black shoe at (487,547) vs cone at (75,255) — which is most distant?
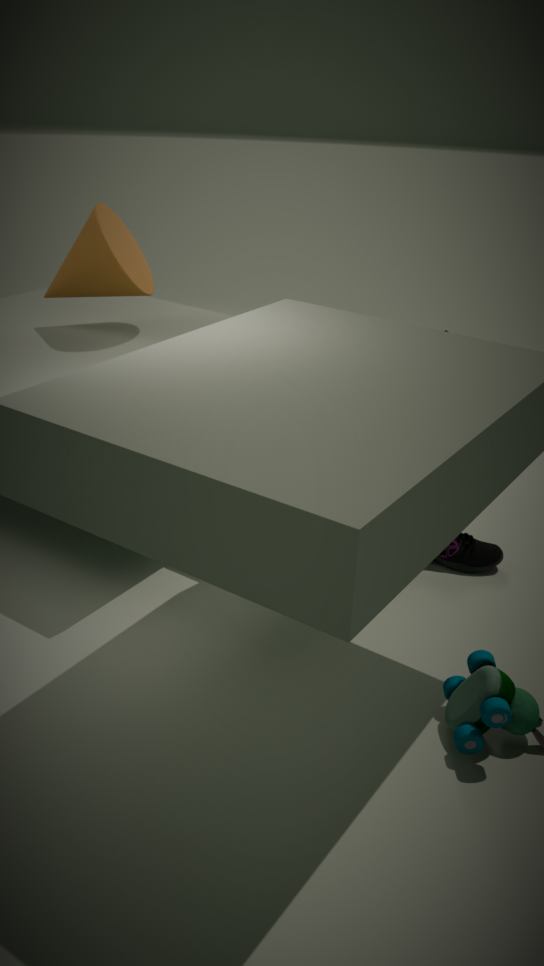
cone at (75,255)
